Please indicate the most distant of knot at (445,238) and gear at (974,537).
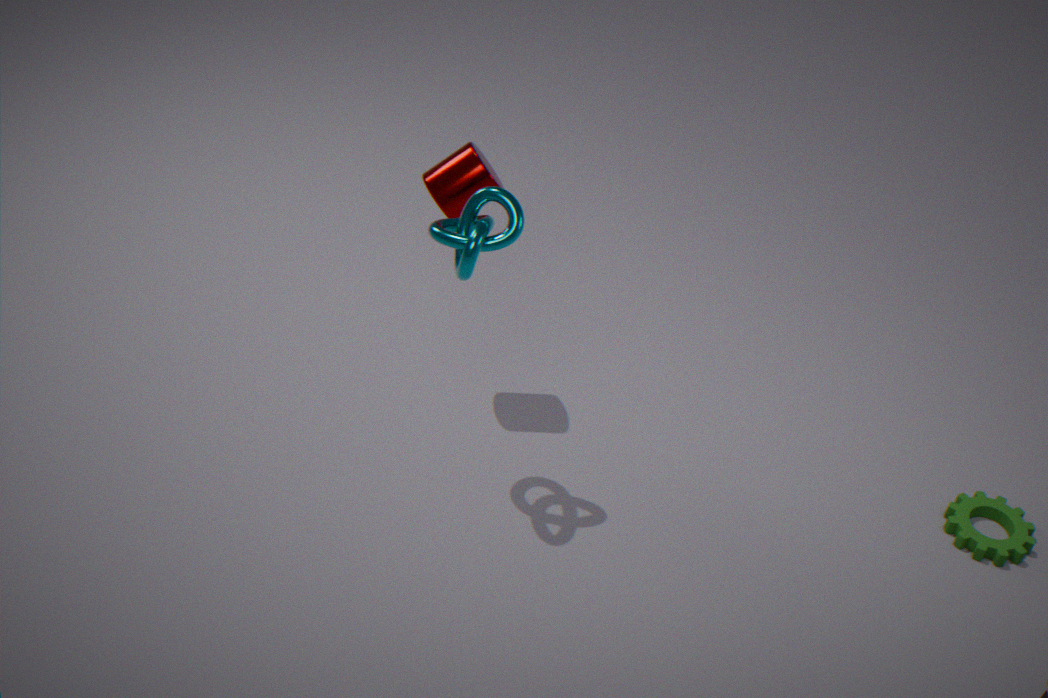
gear at (974,537)
